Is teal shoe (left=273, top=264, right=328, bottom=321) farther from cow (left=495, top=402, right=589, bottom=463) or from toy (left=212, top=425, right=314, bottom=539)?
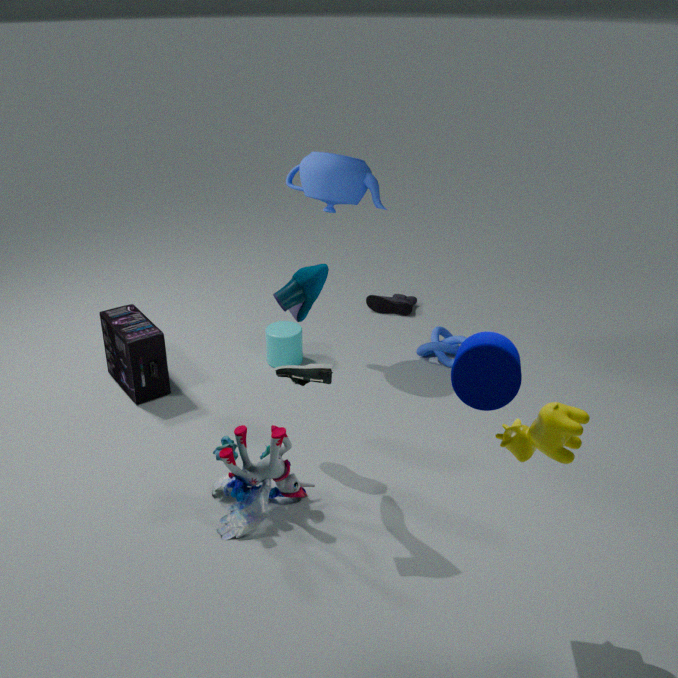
cow (left=495, top=402, right=589, bottom=463)
